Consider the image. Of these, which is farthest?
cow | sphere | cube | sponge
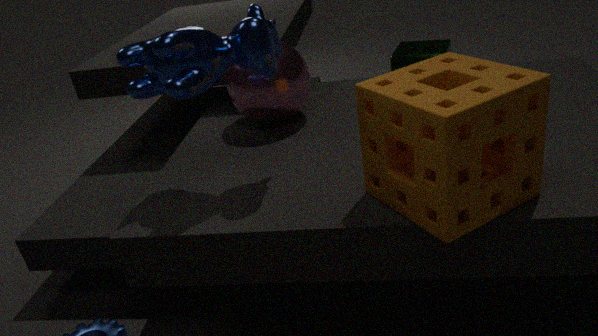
cube
